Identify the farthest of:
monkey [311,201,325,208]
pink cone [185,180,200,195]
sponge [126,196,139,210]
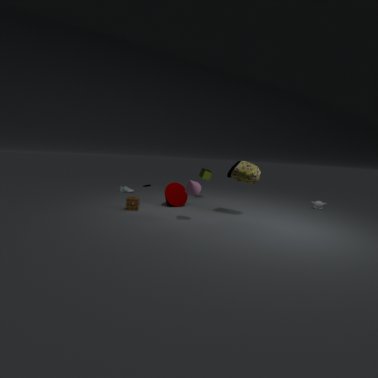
monkey [311,201,325,208]
